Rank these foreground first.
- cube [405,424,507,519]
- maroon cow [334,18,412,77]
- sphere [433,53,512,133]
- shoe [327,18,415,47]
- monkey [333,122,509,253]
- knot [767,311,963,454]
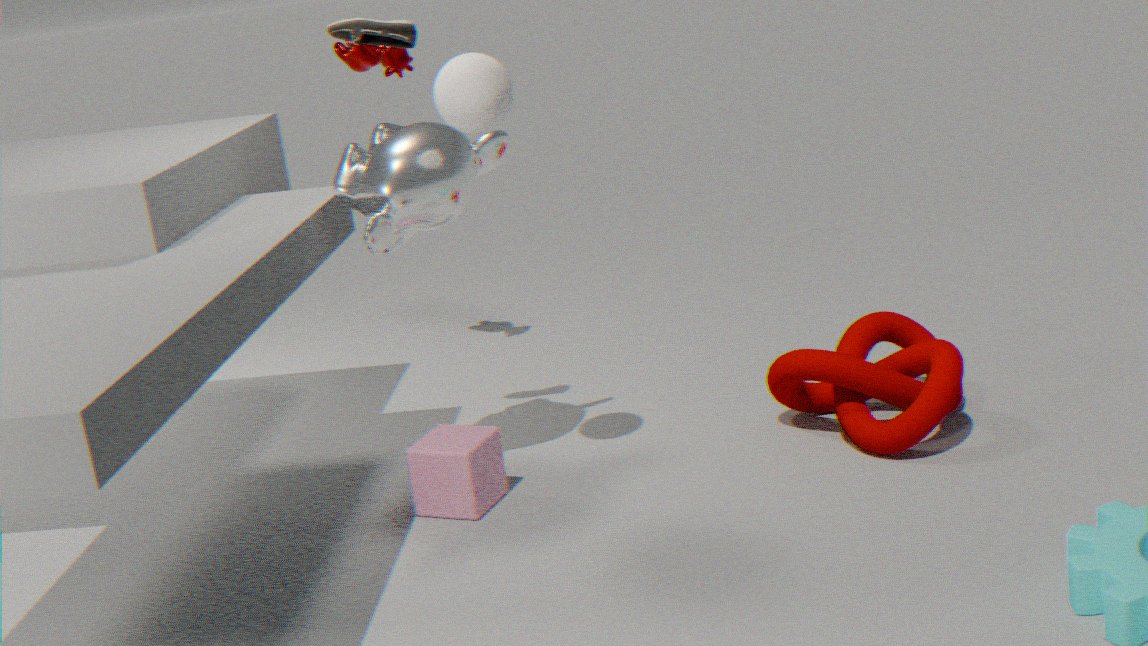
sphere [433,53,512,133] → monkey [333,122,509,253] → shoe [327,18,415,47] → cube [405,424,507,519] → knot [767,311,963,454] → maroon cow [334,18,412,77]
